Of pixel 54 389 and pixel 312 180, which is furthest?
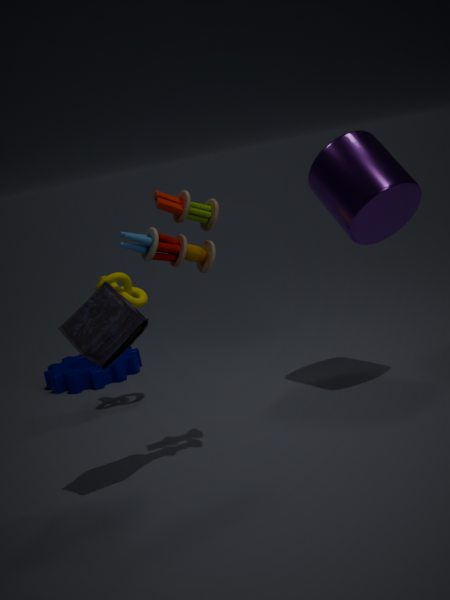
pixel 54 389
